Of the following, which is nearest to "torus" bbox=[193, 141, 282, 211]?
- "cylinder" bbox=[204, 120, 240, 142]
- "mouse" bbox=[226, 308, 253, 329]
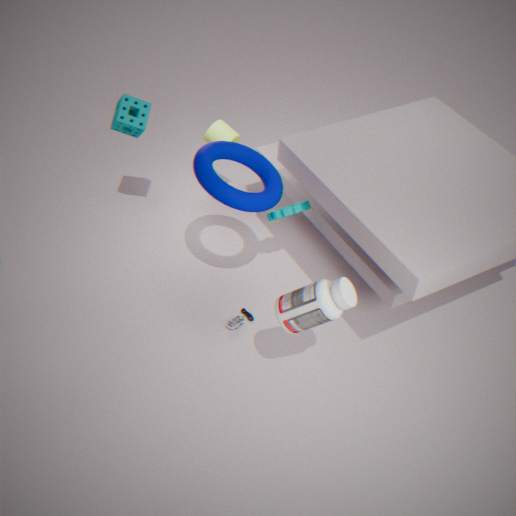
"cylinder" bbox=[204, 120, 240, 142]
